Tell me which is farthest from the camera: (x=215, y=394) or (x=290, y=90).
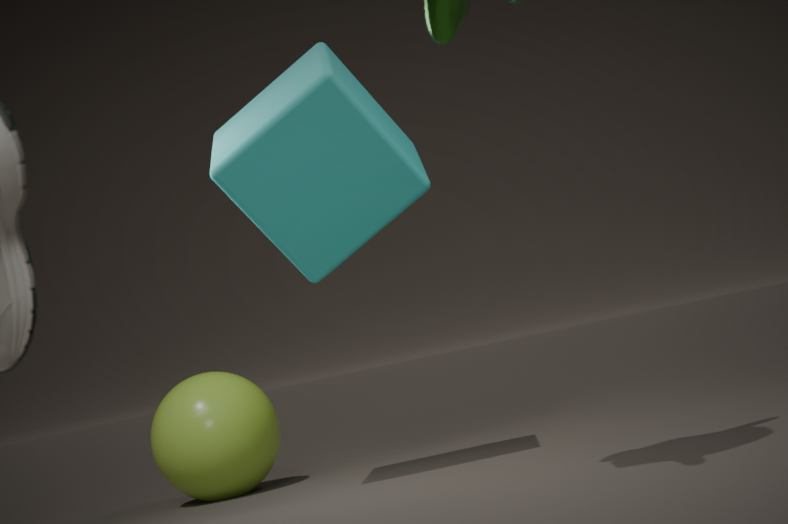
(x=215, y=394)
